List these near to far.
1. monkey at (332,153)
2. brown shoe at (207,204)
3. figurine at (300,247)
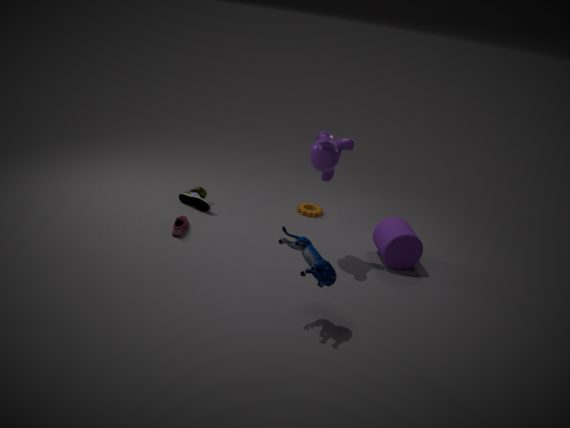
figurine at (300,247) < monkey at (332,153) < brown shoe at (207,204)
